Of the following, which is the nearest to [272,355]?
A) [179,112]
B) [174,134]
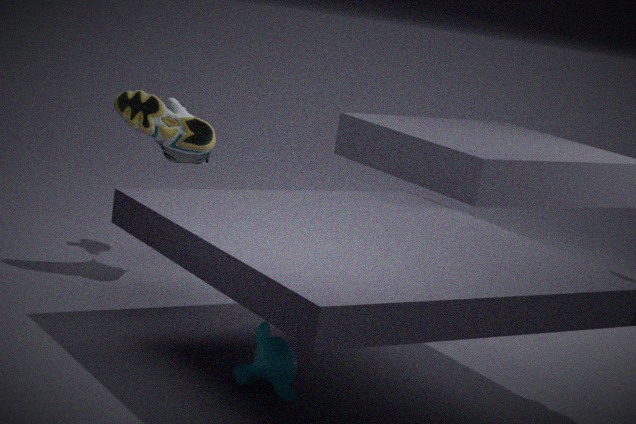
[174,134]
